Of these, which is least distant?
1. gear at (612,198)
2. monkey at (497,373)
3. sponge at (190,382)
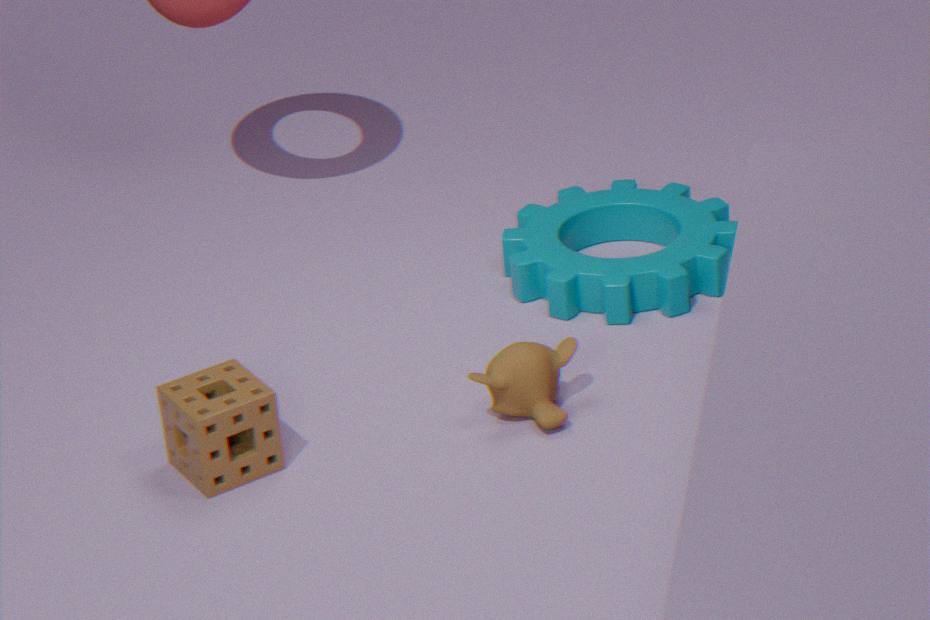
sponge at (190,382)
